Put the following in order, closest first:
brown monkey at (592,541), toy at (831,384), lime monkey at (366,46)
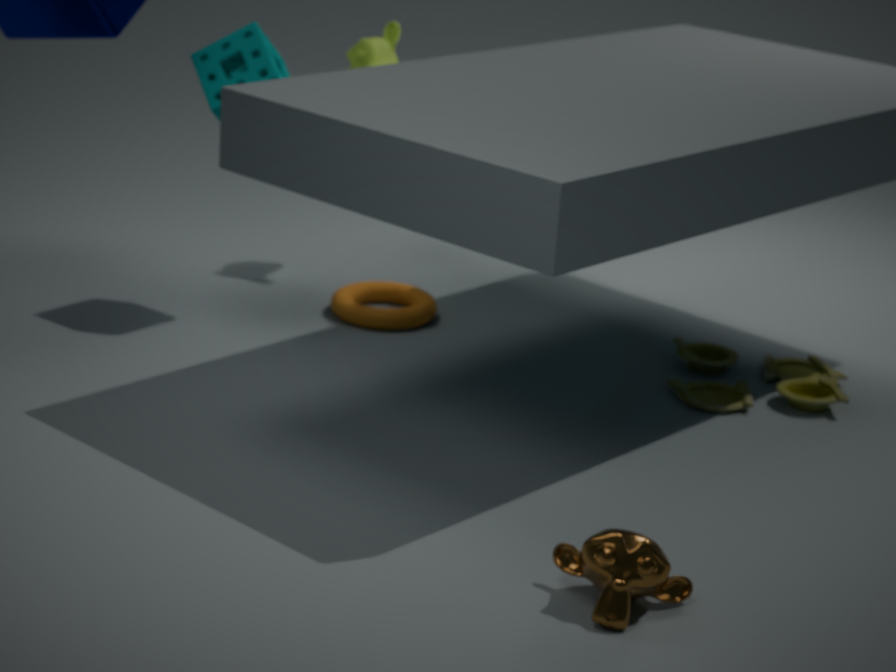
1. brown monkey at (592,541)
2. toy at (831,384)
3. lime monkey at (366,46)
